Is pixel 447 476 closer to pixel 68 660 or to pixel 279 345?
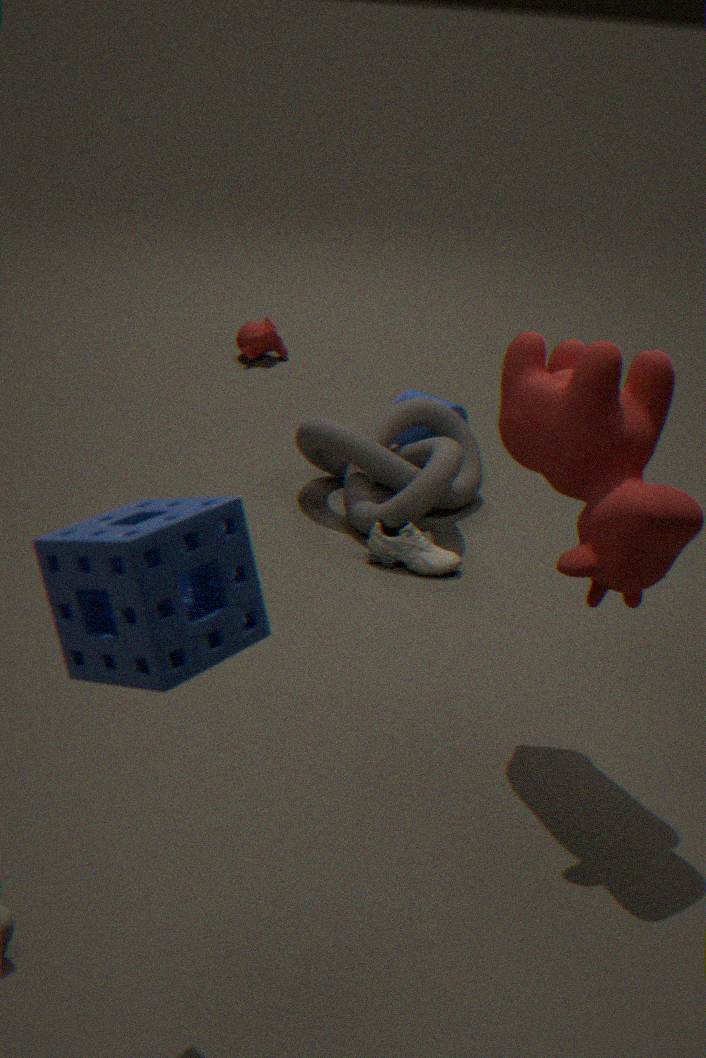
pixel 279 345
